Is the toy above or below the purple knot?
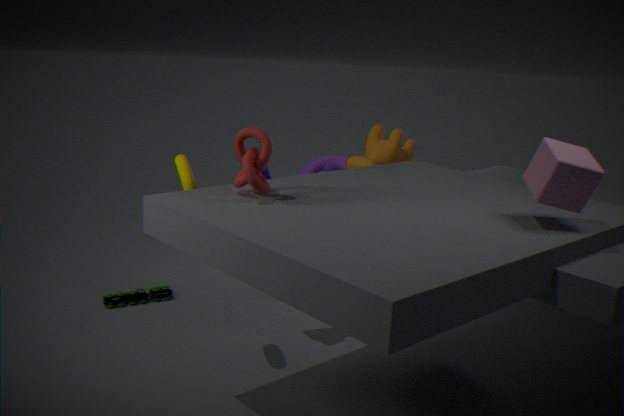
below
